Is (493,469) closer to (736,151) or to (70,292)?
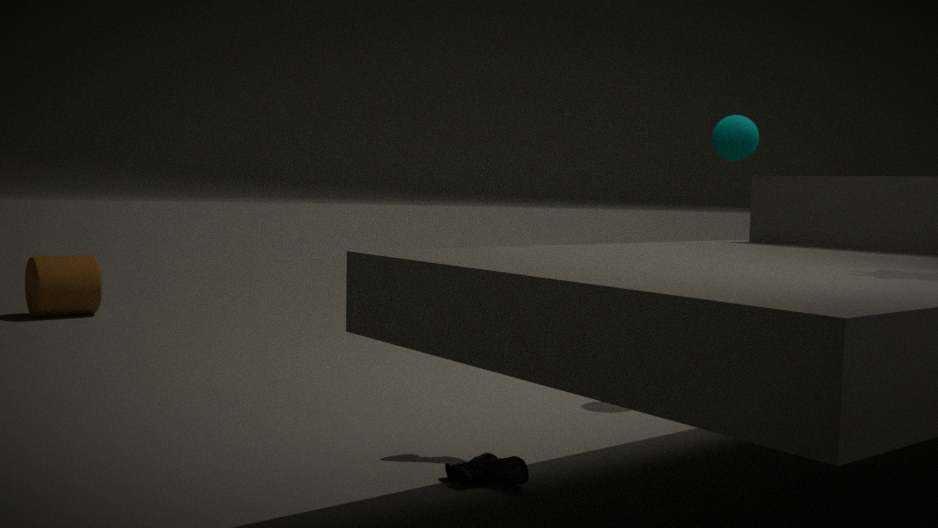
(736,151)
